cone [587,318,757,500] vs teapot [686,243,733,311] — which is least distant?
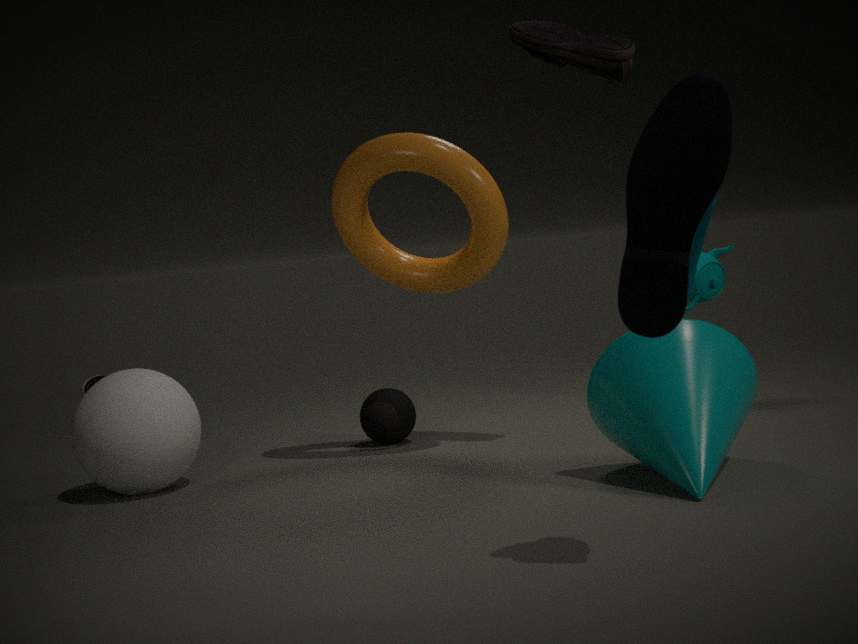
cone [587,318,757,500]
